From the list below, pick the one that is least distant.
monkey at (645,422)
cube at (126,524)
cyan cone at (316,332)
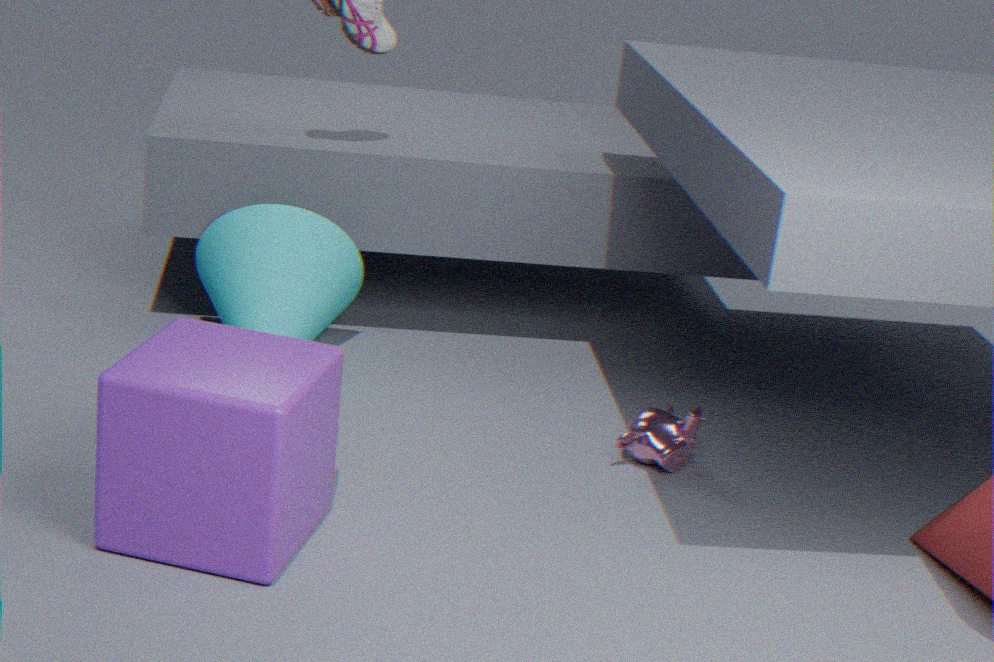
cube at (126,524)
